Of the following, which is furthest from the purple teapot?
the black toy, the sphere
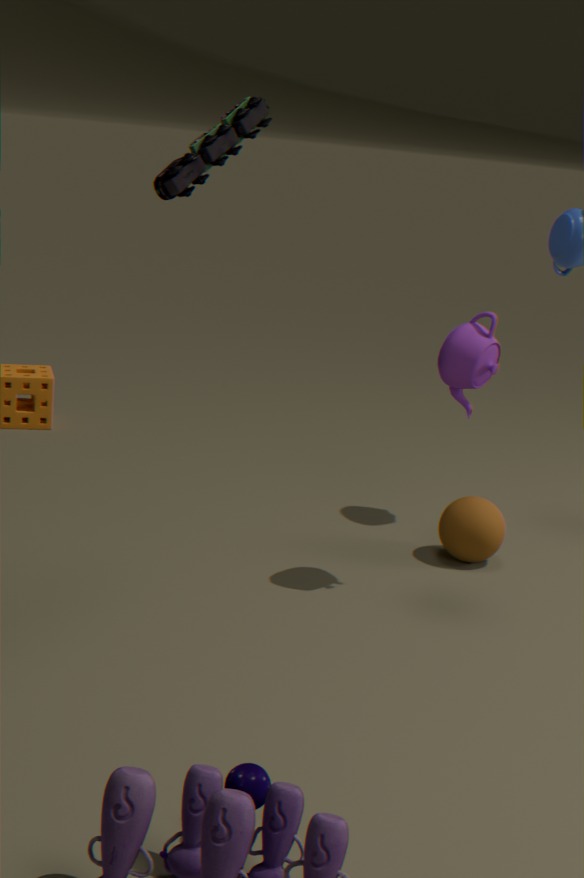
the black toy
